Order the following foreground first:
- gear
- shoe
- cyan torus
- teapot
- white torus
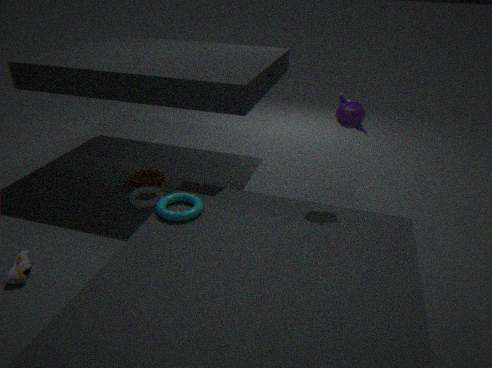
shoe, cyan torus, teapot, white torus, gear
